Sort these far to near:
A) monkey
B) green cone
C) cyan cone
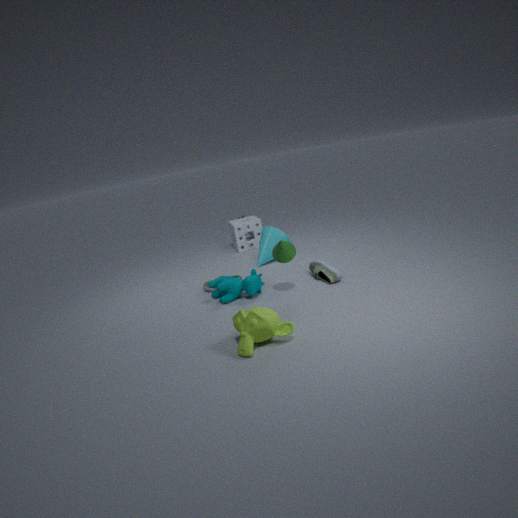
cyan cone, green cone, monkey
